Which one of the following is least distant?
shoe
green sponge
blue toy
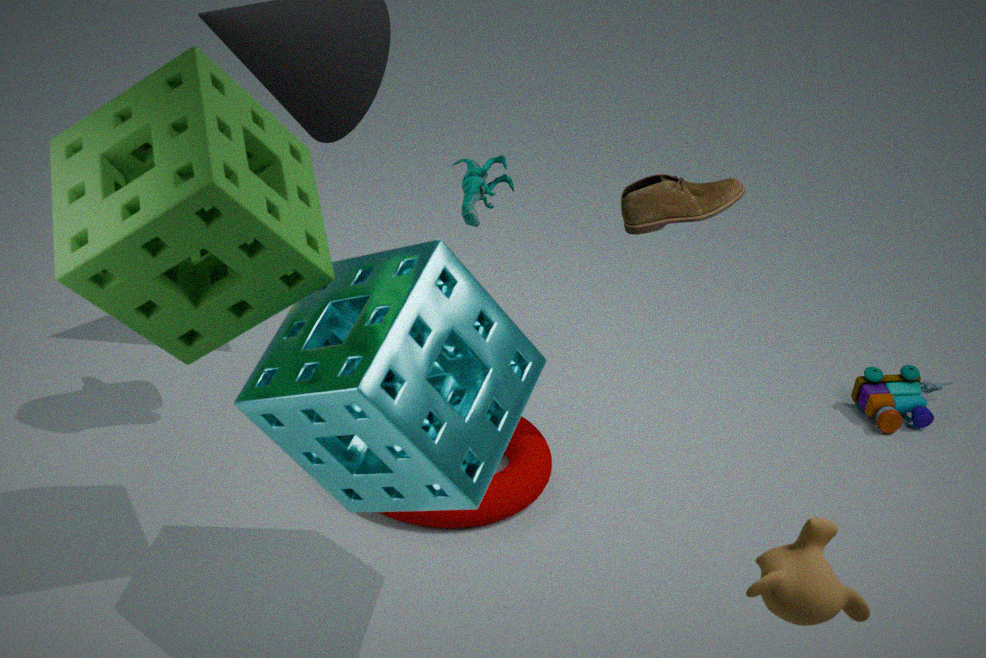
green sponge
